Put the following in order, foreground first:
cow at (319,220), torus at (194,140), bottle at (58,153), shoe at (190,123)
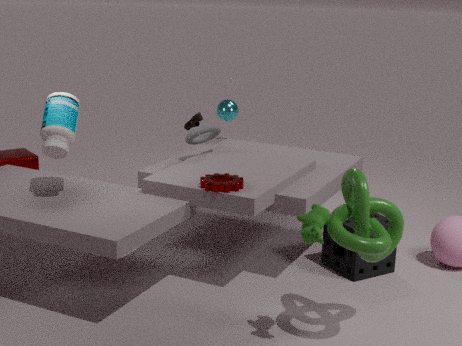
cow at (319,220) → bottle at (58,153) → torus at (194,140) → shoe at (190,123)
